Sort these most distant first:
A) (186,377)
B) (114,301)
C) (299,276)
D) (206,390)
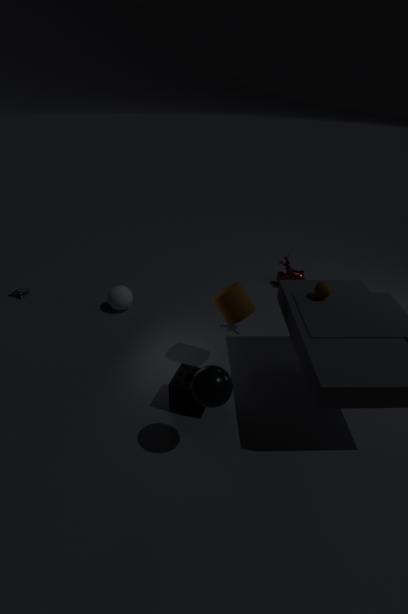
(299,276)
(114,301)
(186,377)
(206,390)
